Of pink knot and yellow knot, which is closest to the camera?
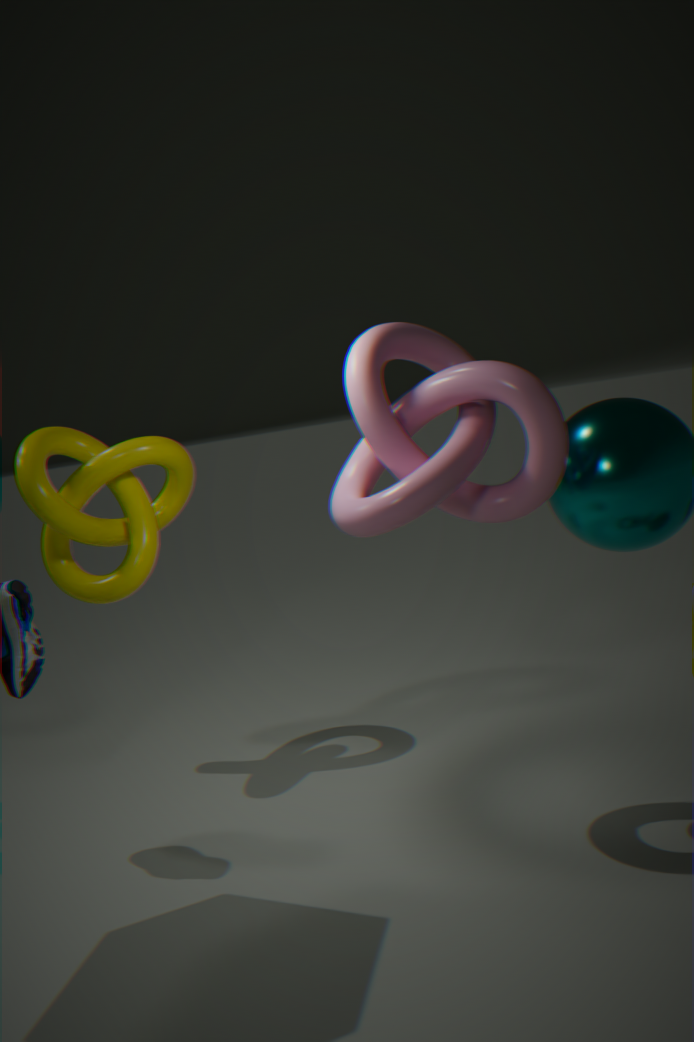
pink knot
